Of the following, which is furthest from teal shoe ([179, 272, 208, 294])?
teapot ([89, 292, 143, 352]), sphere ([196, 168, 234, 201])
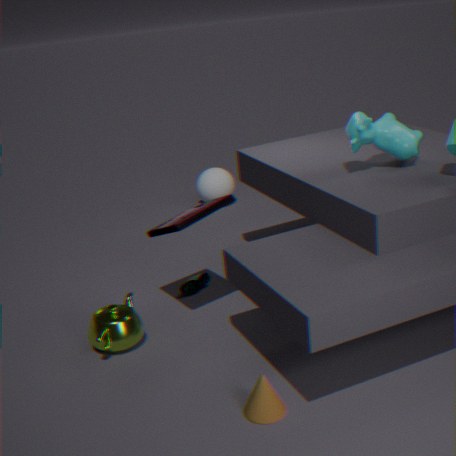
sphere ([196, 168, 234, 201])
